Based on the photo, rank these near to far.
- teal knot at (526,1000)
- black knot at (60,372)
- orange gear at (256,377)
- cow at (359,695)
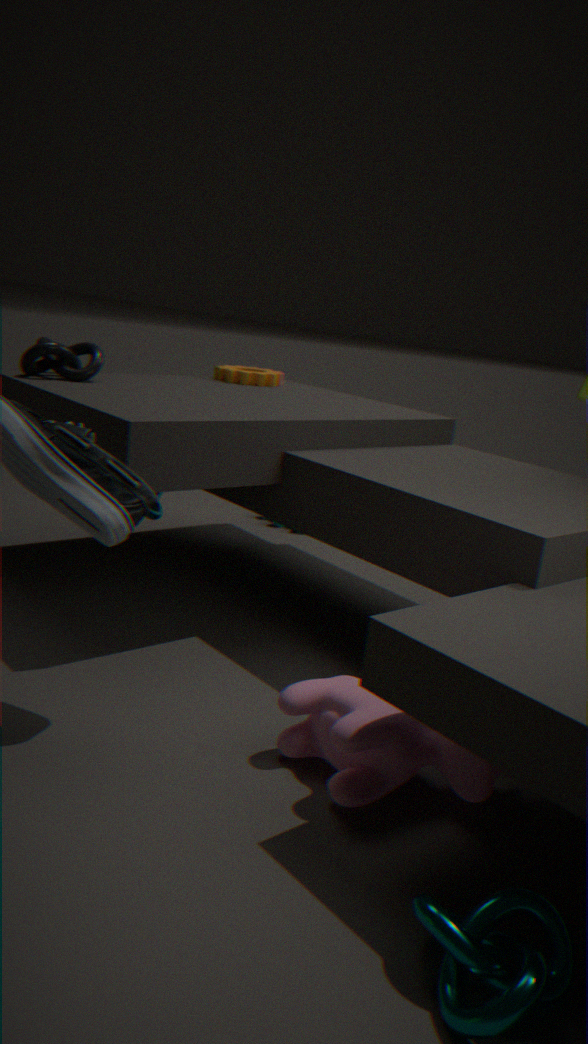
teal knot at (526,1000) < cow at (359,695) < black knot at (60,372) < orange gear at (256,377)
